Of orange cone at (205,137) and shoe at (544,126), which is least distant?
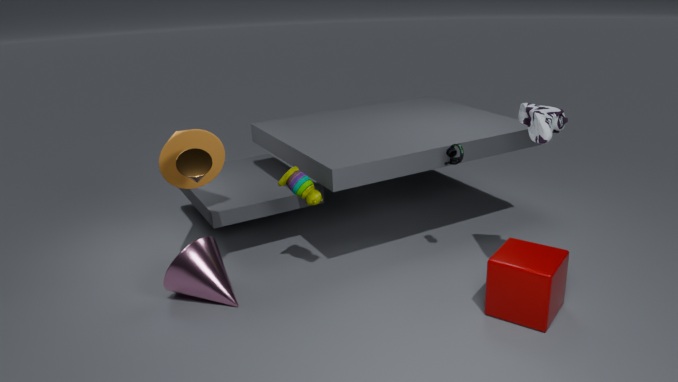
shoe at (544,126)
